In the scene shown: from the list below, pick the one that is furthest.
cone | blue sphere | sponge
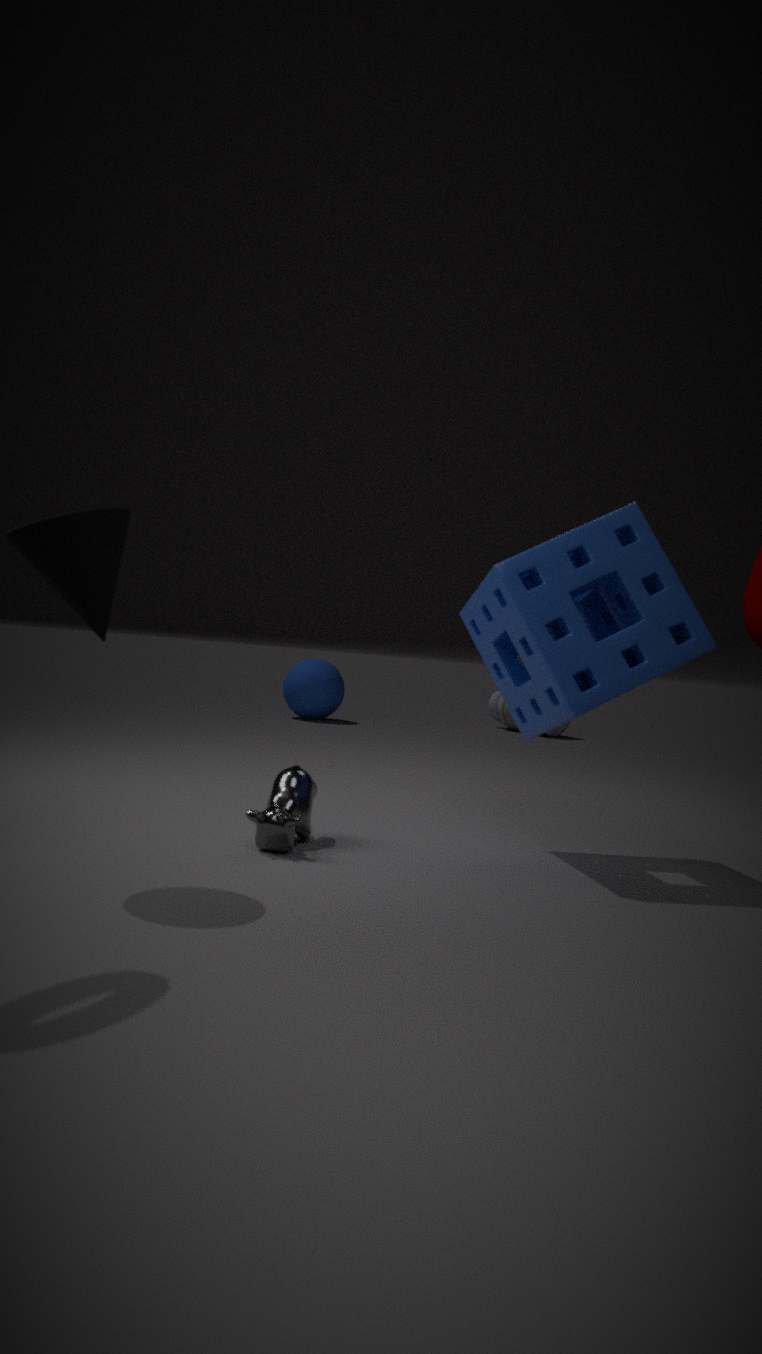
blue sphere
